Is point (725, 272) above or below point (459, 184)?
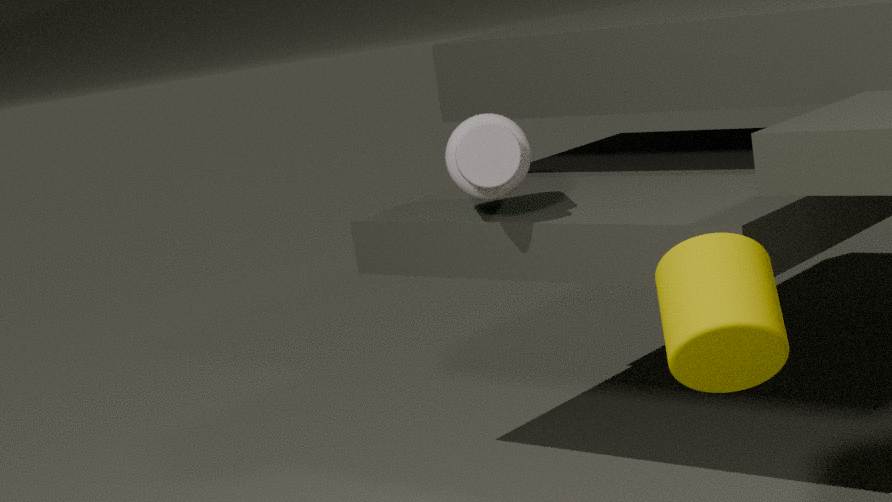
below
